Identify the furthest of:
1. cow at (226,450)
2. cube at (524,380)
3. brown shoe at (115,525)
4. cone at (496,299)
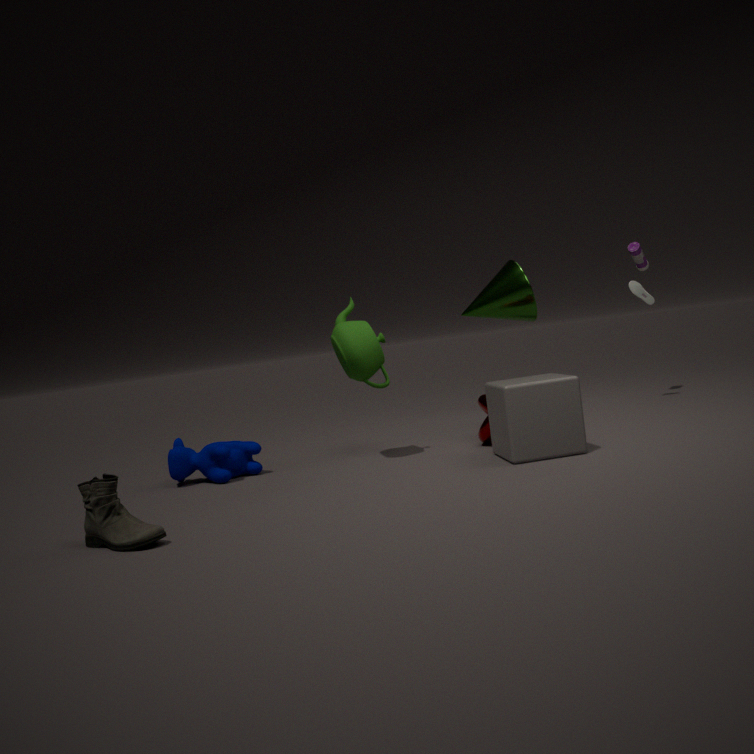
cone at (496,299)
